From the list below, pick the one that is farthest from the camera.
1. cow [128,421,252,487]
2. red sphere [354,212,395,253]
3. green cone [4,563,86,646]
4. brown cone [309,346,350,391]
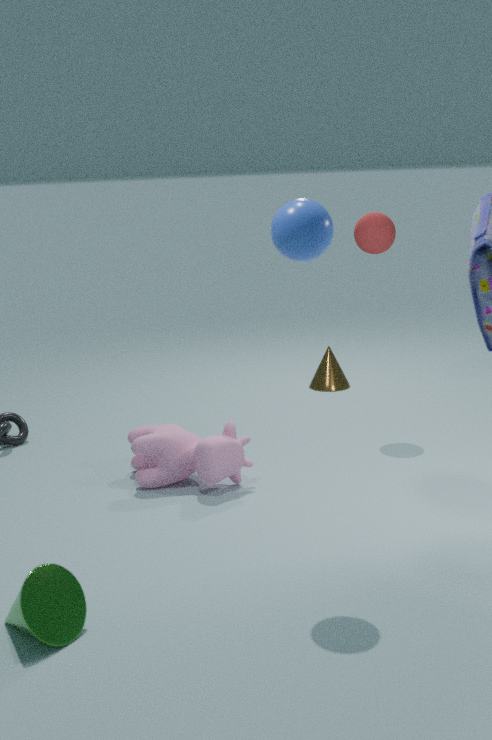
brown cone [309,346,350,391]
